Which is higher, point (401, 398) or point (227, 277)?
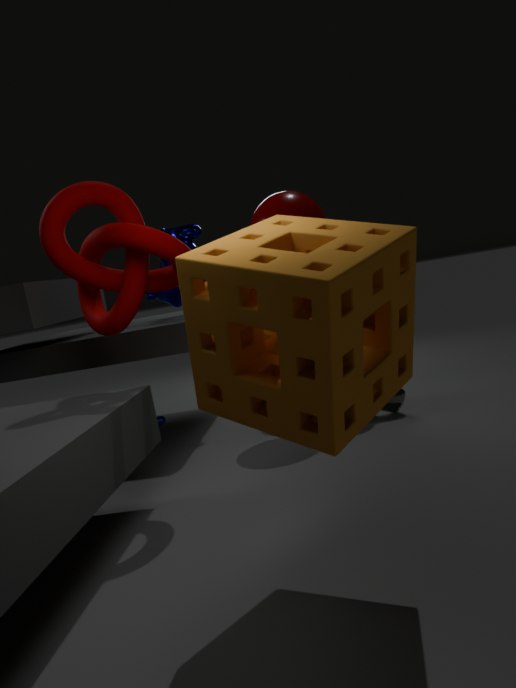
point (227, 277)
